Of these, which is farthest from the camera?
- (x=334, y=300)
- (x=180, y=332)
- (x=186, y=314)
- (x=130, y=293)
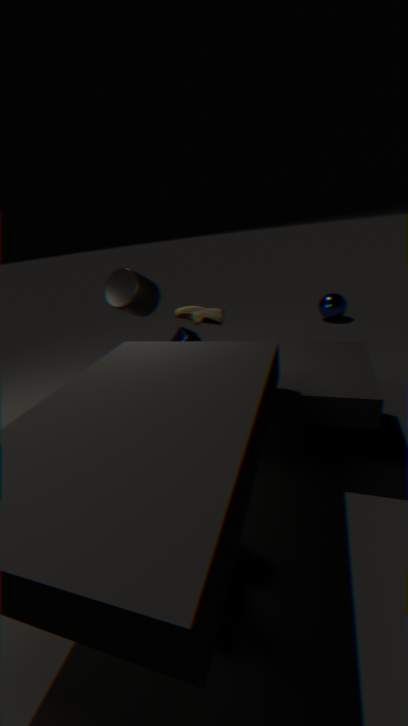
(x=334, y=300)
